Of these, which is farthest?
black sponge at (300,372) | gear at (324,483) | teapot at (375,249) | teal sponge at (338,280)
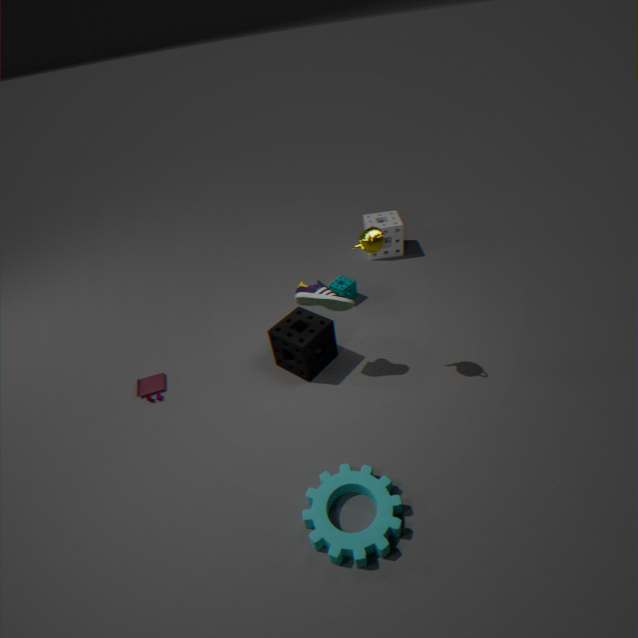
teal sponge at (338,280)
